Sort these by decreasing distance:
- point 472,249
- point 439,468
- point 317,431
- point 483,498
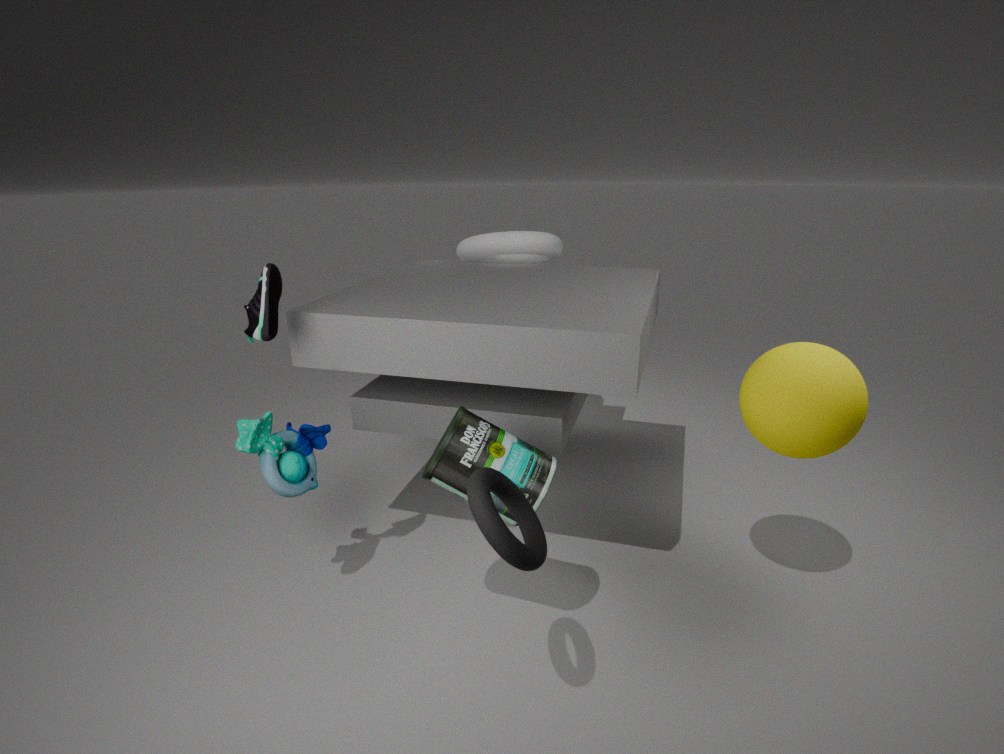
1. point 472,249
2. point 317,431
3. point 439,468
4. point 483,498
